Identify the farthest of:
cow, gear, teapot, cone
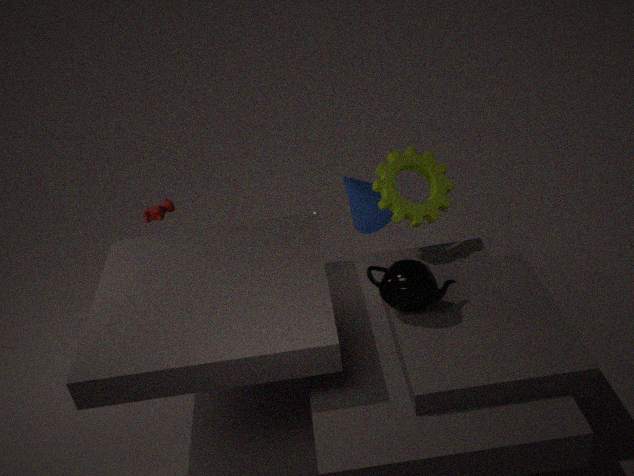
cow
